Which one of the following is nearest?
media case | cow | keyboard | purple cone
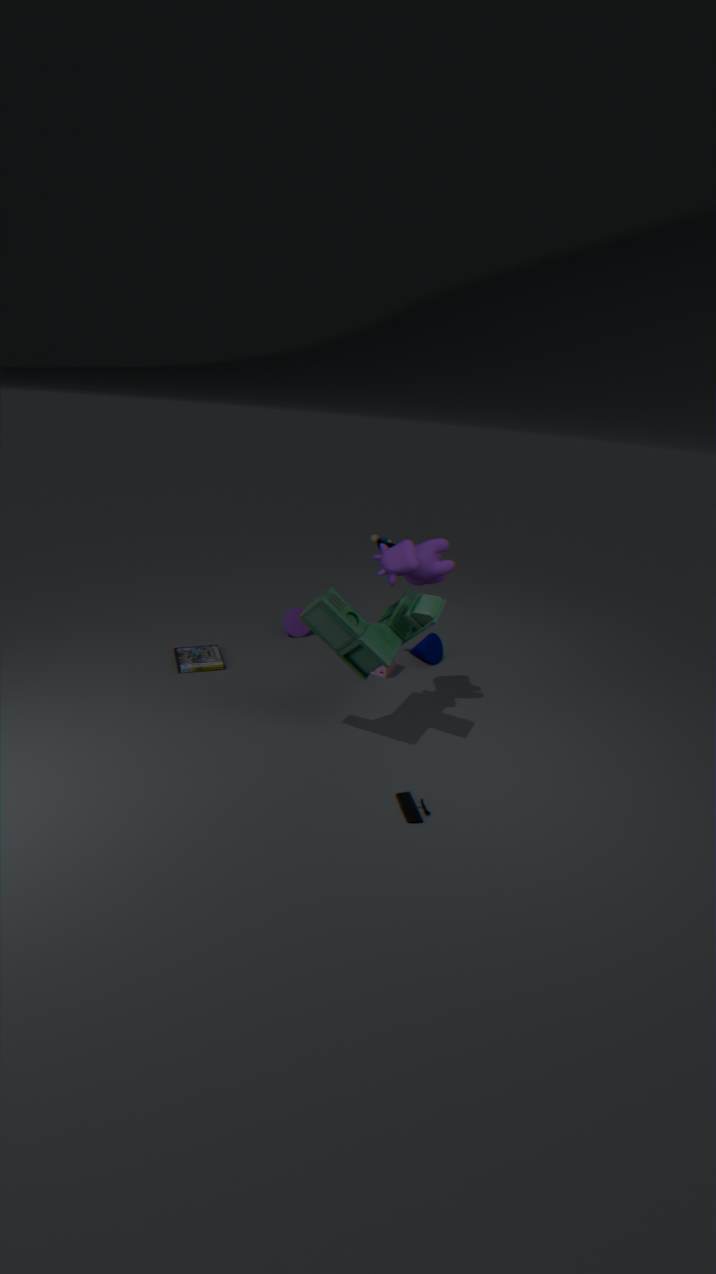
keyboard
